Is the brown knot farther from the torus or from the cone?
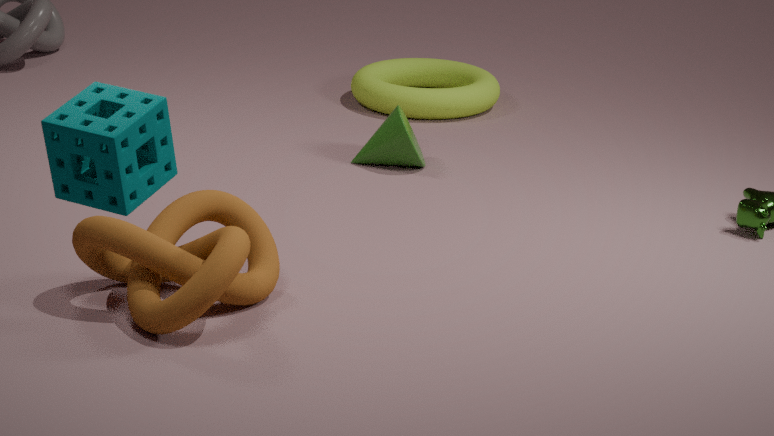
the torus
